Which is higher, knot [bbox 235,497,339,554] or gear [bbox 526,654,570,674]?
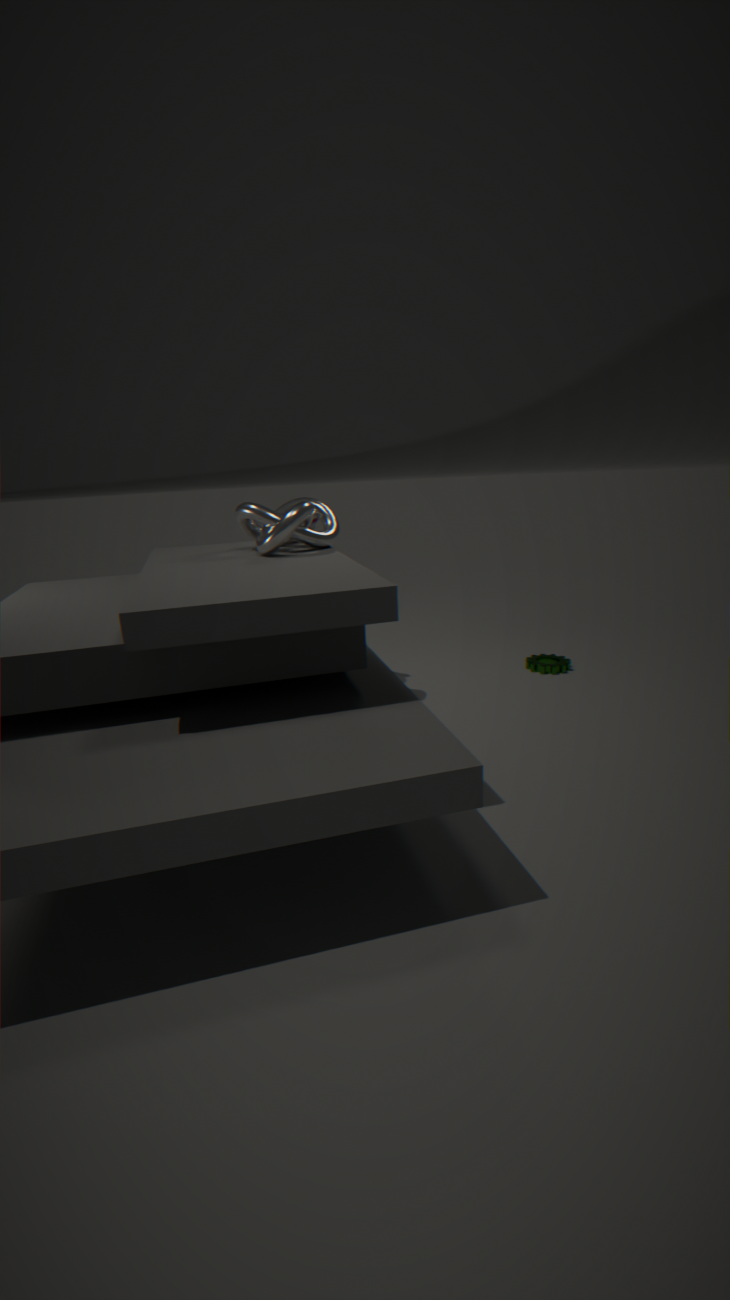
knot [bbox 235,497,339,554]
